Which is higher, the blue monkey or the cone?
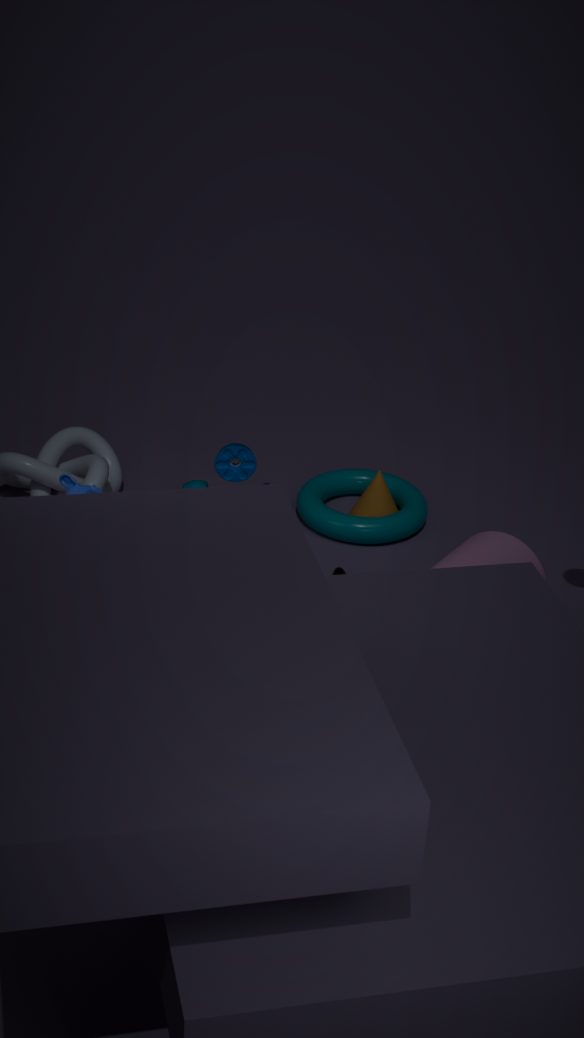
the blue monkey
